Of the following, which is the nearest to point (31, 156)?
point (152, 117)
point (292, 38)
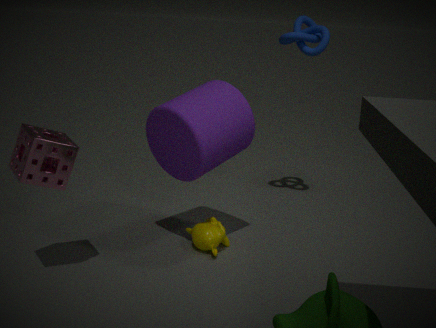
point (152, 117)
